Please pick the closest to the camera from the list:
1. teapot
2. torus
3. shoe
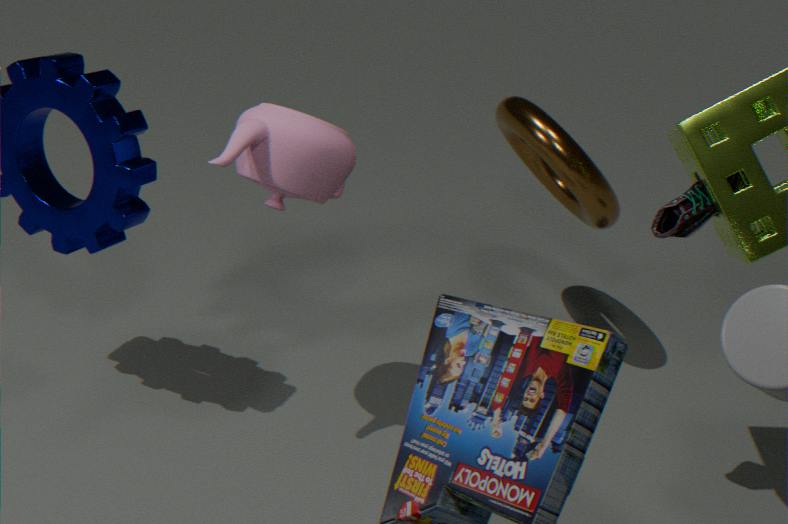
shoe
